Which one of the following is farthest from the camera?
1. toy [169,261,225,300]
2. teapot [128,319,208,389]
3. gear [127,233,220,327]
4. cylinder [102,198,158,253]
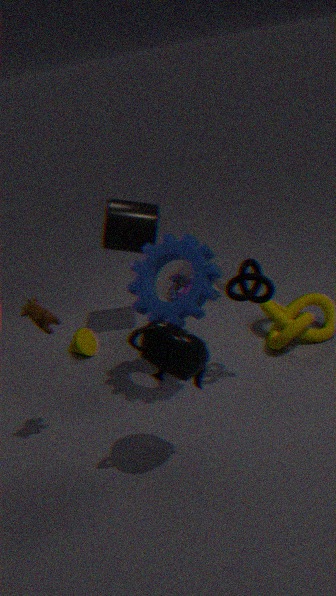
toy [169,261,225,300]
